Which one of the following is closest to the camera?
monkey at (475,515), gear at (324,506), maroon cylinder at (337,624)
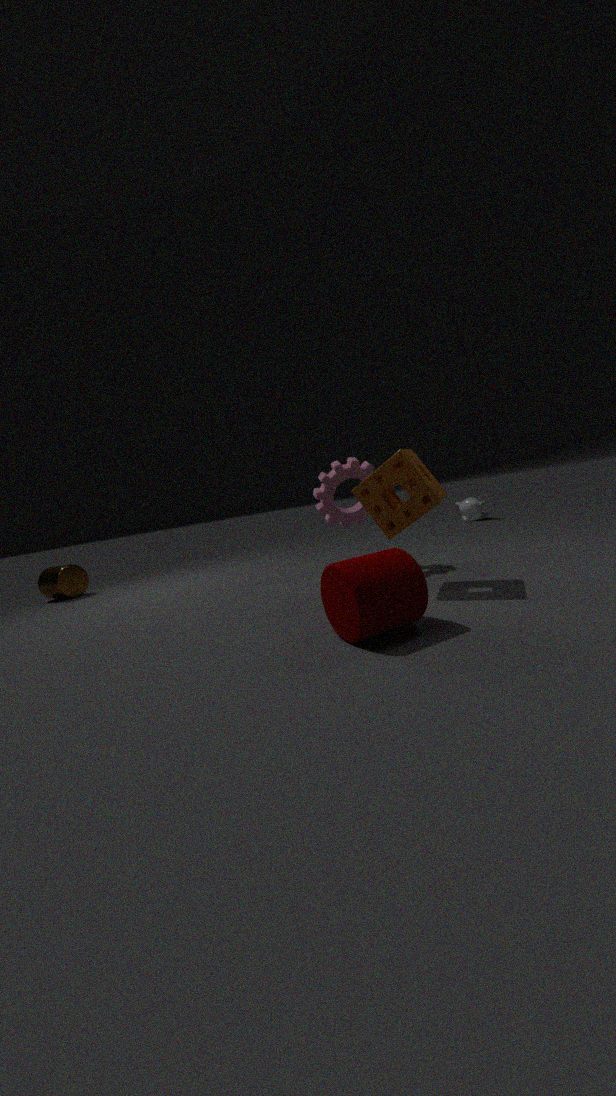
maroon cylinder at (337,624)
